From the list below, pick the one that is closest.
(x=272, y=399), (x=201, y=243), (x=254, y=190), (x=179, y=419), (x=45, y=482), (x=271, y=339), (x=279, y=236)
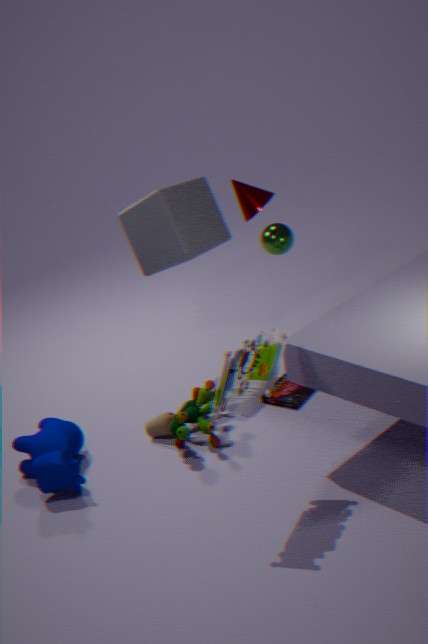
(x=271, y=339)
